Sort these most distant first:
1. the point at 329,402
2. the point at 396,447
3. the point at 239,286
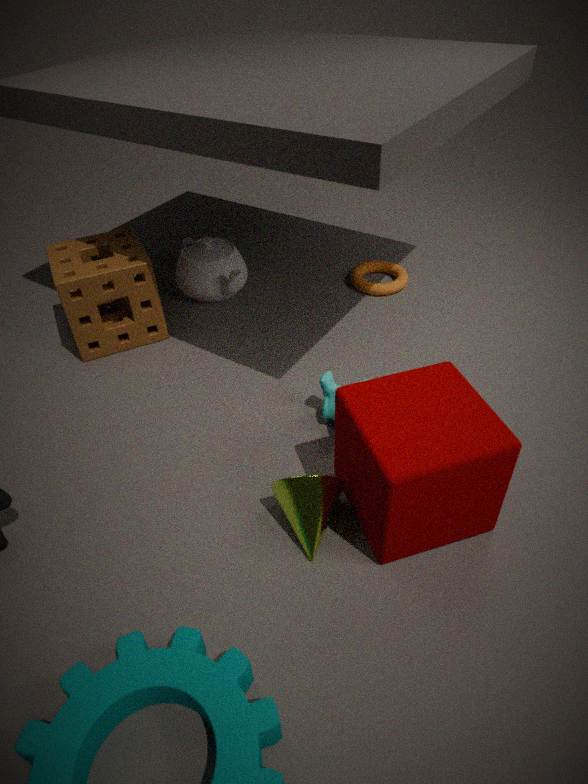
the point at 239,286 → the point at 329,402 → the point at 396,447
